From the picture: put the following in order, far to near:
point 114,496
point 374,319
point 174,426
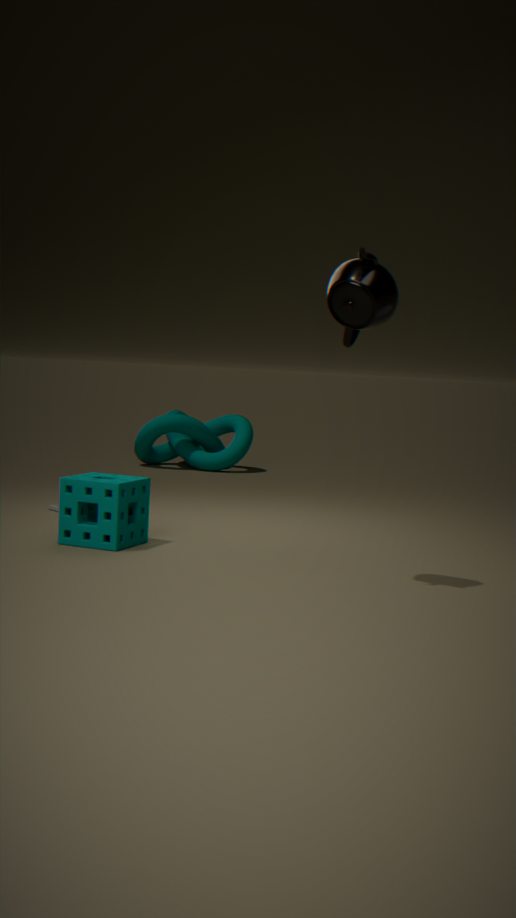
point 174,426, point 114,496, point 374,319
